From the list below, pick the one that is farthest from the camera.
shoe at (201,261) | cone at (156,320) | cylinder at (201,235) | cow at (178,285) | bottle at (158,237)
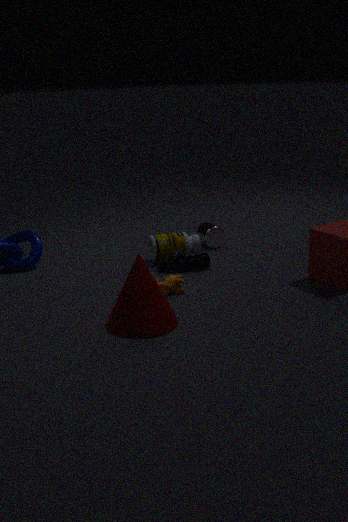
cylinder at (201,235)
